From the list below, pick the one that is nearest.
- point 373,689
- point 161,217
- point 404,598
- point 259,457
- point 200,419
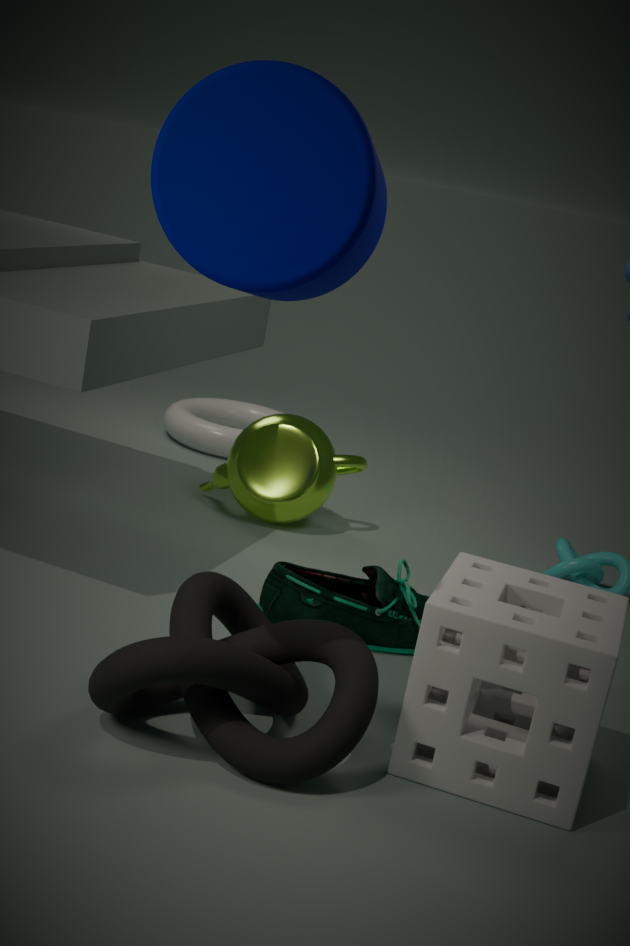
point 161,217
